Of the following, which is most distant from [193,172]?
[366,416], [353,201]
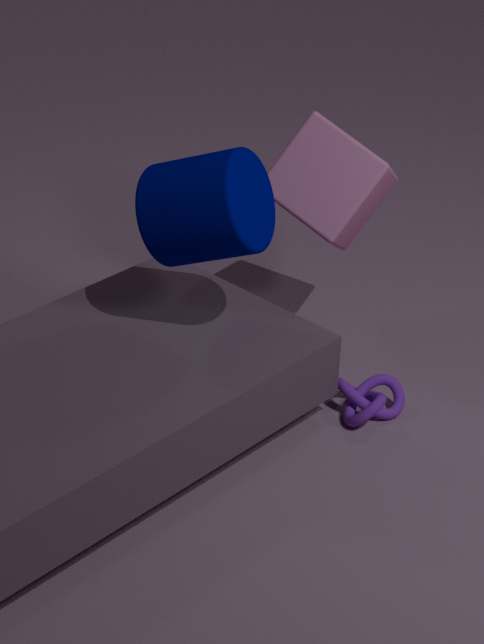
[366,416]
